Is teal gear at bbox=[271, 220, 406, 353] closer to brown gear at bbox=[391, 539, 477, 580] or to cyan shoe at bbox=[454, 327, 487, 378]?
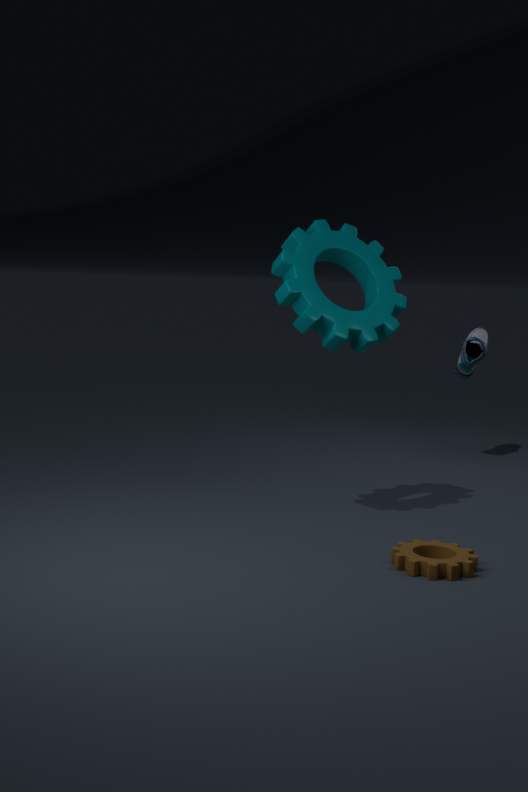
brown gear at bbox=[391, 539, 477, 580]
